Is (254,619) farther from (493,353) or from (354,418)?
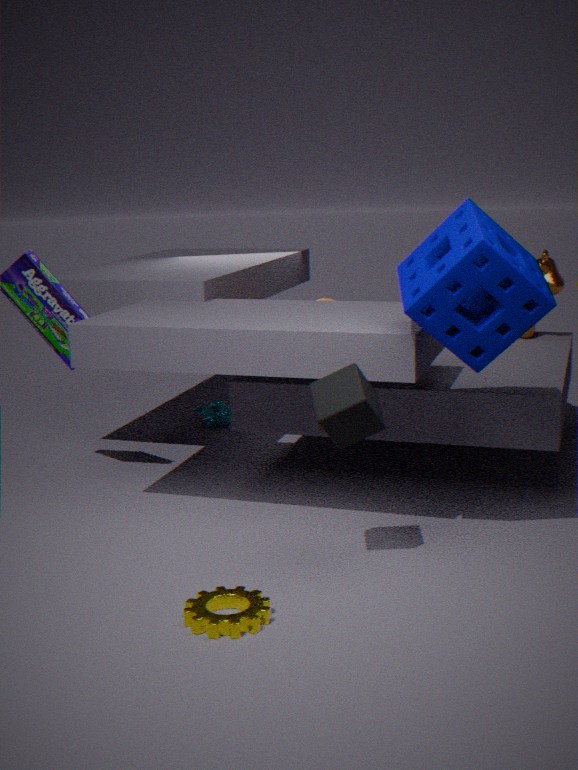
(493,353)
